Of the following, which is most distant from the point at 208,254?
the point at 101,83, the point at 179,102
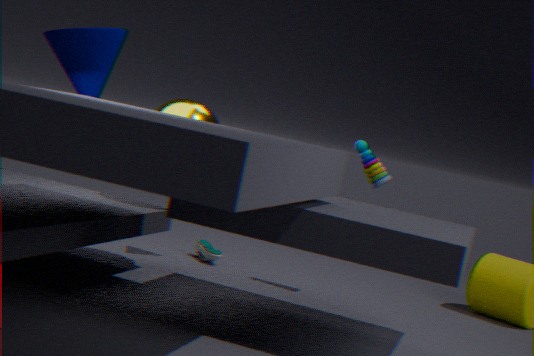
the point at 101,83
